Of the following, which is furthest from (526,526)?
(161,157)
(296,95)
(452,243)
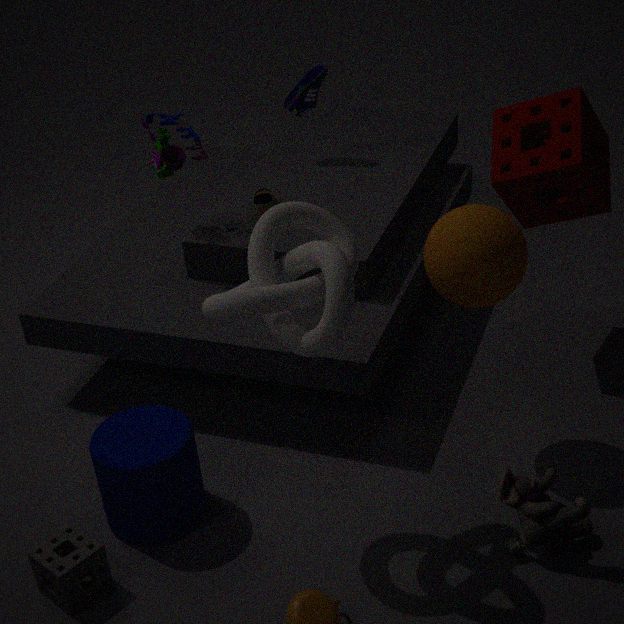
(296,95)
